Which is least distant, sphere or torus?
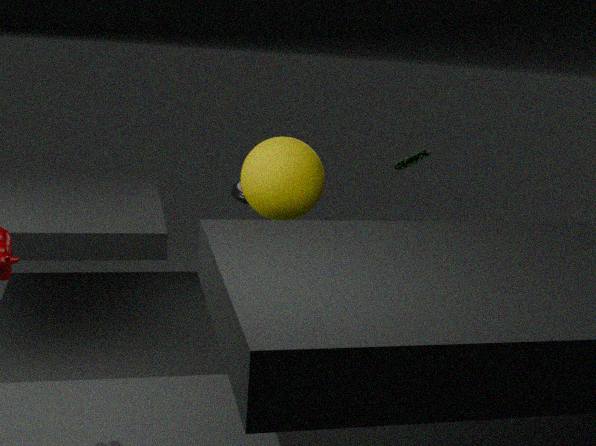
sphere
